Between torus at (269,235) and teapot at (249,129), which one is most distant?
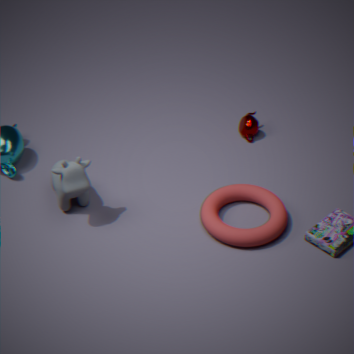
teapot at (249,129)
